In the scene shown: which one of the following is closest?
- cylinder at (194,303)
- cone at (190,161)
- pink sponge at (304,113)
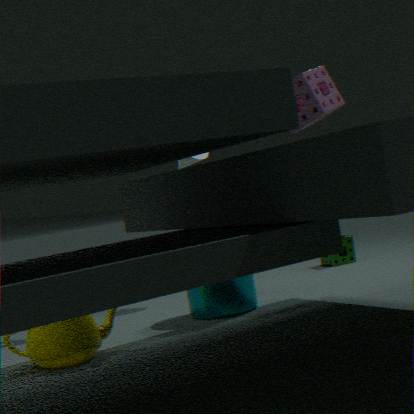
pink sponge at (304,113)
